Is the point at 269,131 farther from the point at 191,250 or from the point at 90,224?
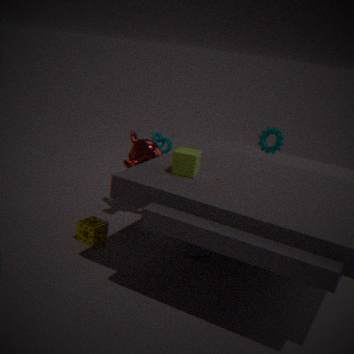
the point at 90,224
